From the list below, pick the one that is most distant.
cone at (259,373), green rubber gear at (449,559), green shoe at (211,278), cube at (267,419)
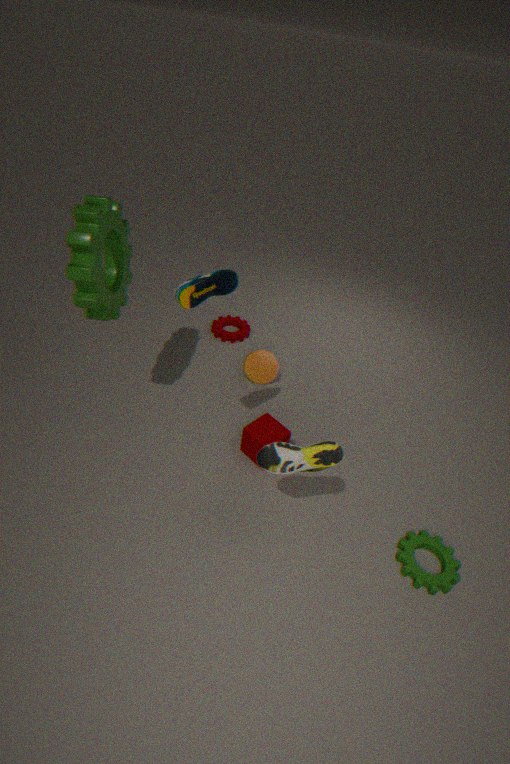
cone at (259,373)
